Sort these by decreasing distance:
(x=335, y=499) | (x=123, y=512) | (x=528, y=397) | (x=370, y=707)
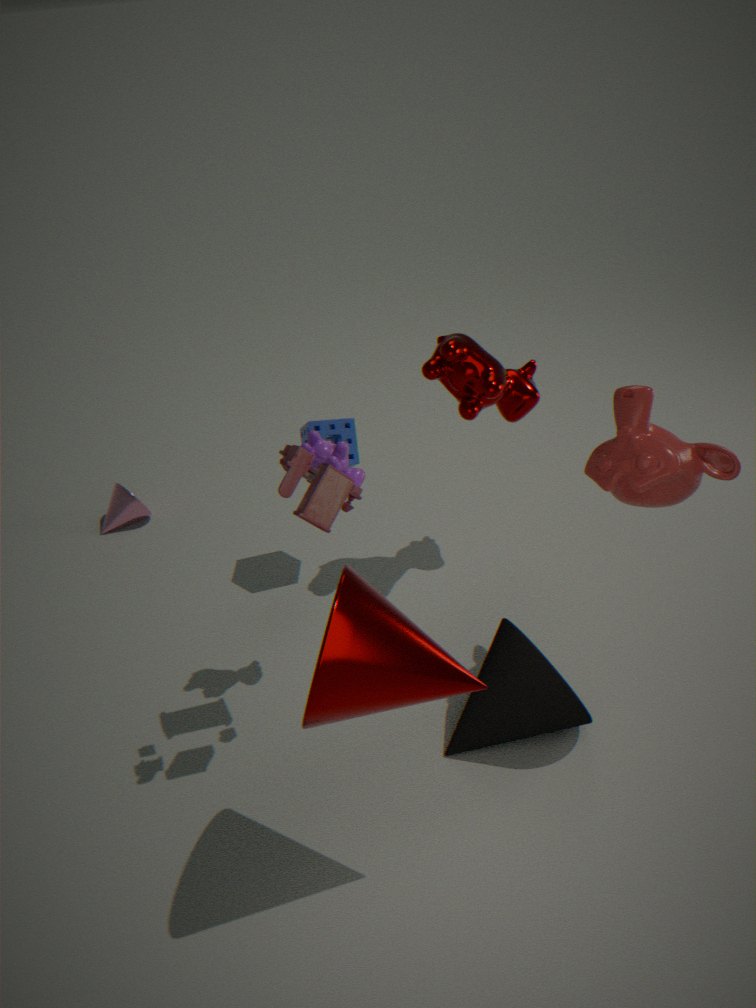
(x=123, y=512) → (x=528, y=397) → (x=335, y=499) → (x=370, y=707)
